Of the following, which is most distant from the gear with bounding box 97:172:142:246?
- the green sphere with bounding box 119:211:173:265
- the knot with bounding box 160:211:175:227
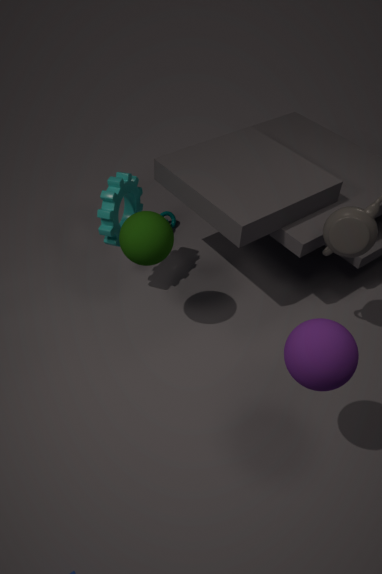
the knot with bounding box 160:211:175:227
